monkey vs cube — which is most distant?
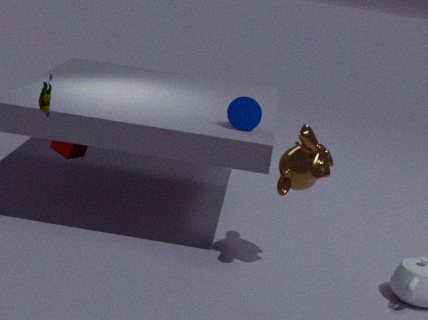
cube
